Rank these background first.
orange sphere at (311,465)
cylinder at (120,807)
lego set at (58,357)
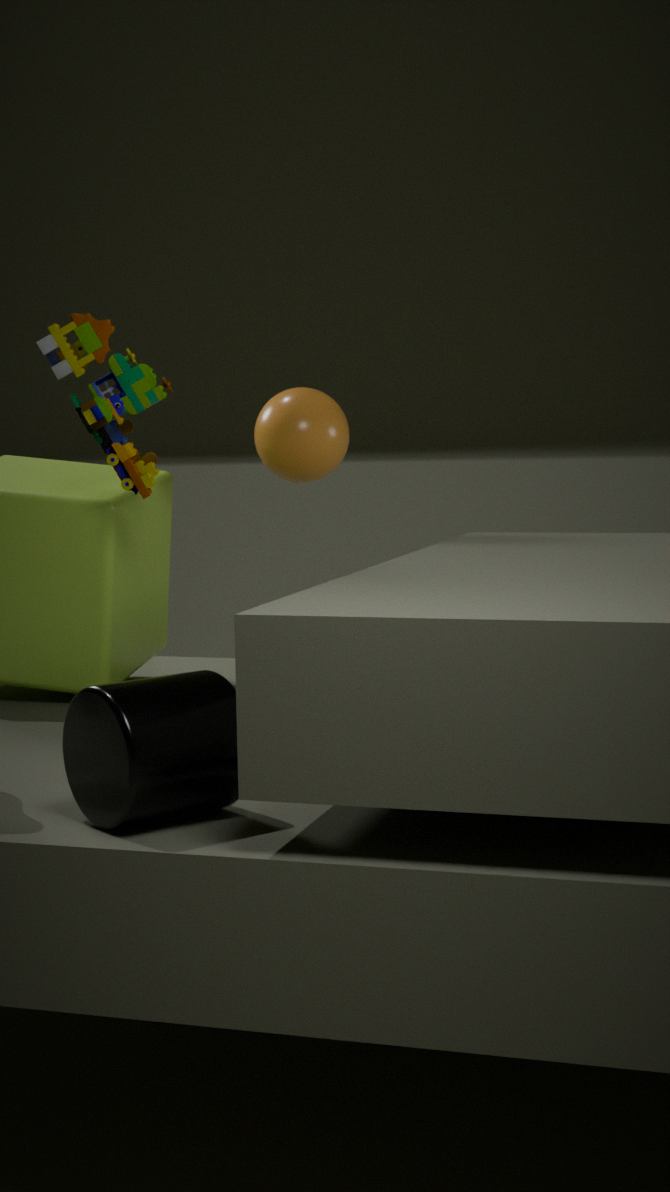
1. orange sphere at (311,465)
2. lego set at (58,357)
3. cylinder at (120,807)
